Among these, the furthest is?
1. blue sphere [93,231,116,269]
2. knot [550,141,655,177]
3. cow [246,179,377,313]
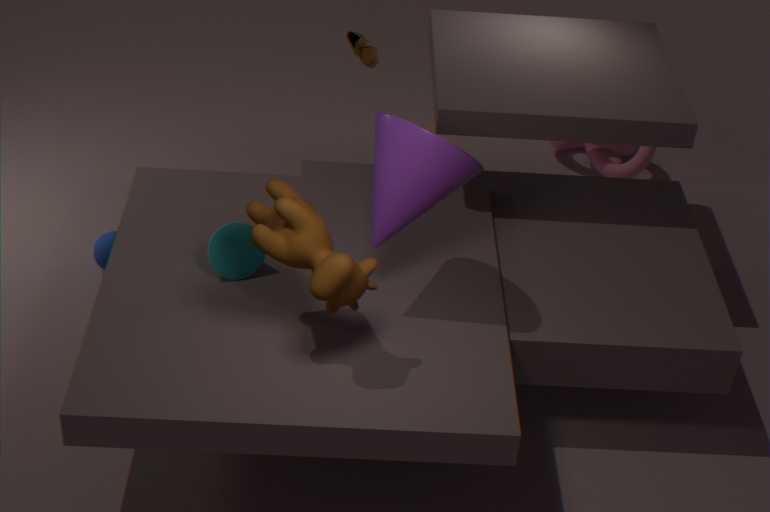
knot [550,141,655,177]
